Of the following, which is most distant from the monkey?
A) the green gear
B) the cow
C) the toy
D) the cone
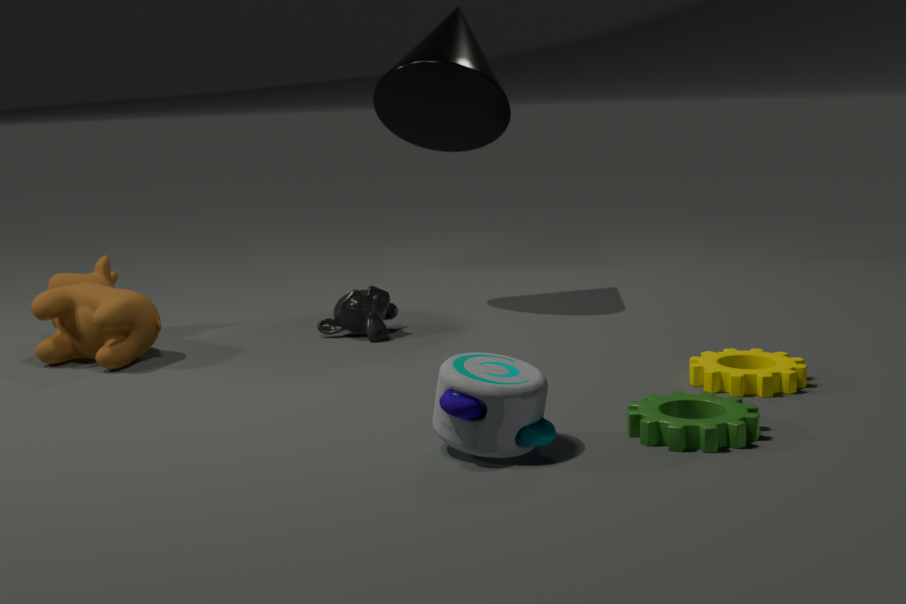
the green gear
